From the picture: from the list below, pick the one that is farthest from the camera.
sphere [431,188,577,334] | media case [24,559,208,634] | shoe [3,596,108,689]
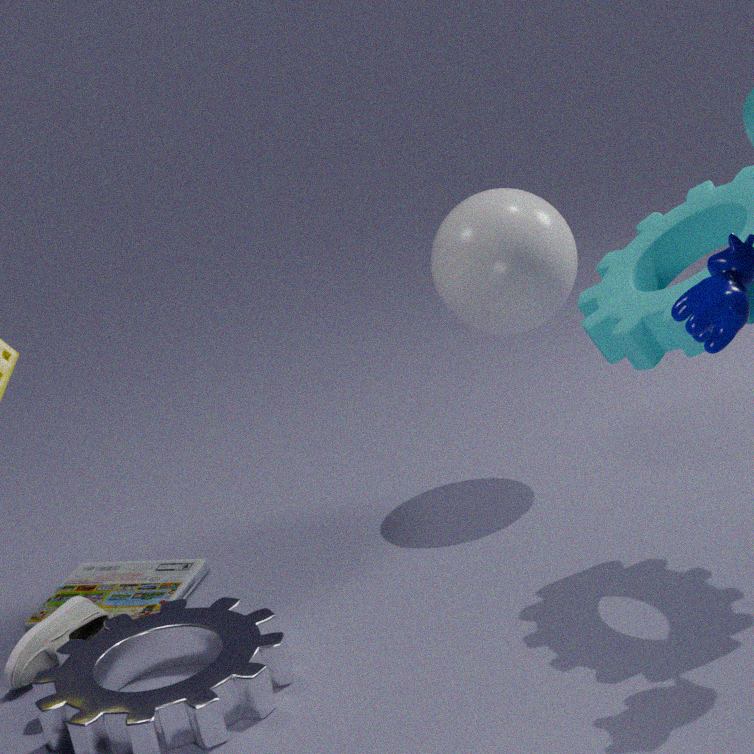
sphere [431,188,577,334]
